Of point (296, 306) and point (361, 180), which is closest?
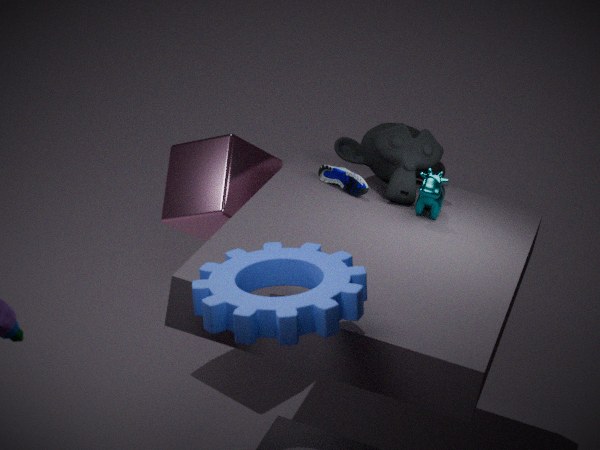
point (296, 306)
